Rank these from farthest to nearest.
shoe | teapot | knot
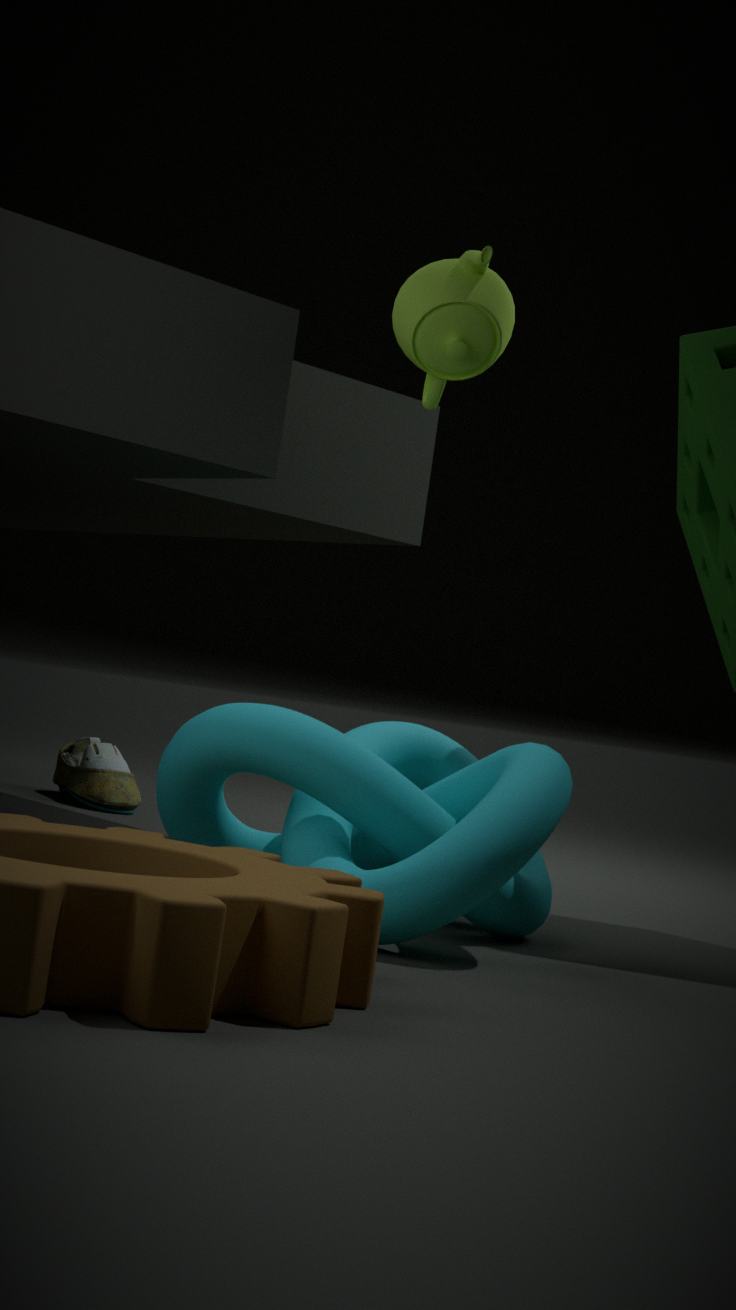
shoe
teapot
knot
